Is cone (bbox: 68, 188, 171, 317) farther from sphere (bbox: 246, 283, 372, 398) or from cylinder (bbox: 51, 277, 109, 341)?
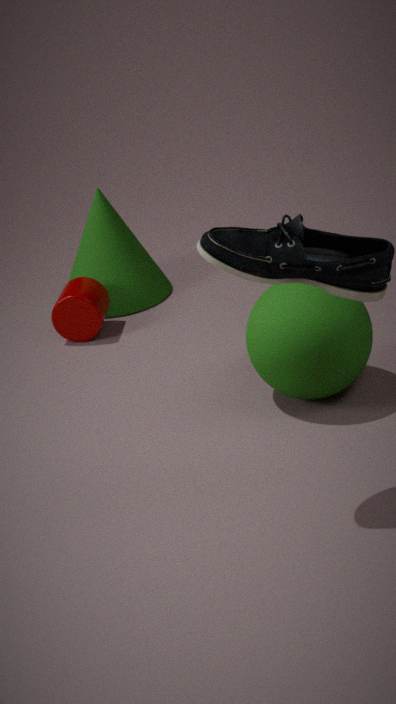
sphere (bbox: 246, 283, 372, 398)
